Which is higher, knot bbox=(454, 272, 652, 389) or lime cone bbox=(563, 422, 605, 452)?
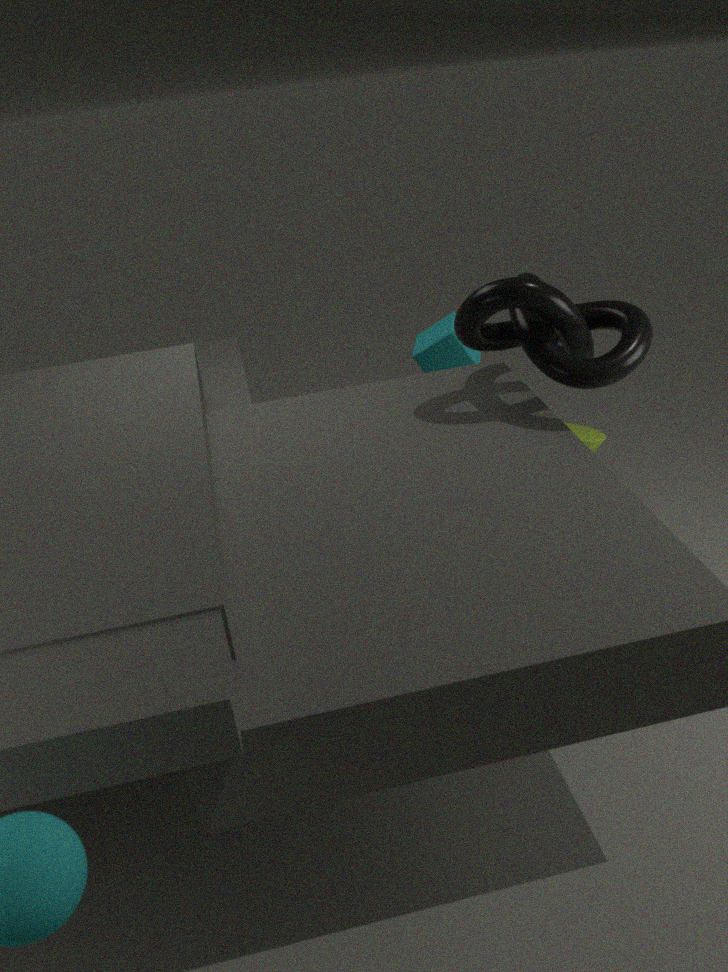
knot bbox=(454, 272, 652, 389)
